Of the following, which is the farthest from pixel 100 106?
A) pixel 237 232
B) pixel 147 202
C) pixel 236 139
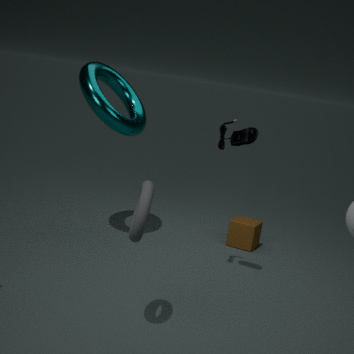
pixel 147 202
